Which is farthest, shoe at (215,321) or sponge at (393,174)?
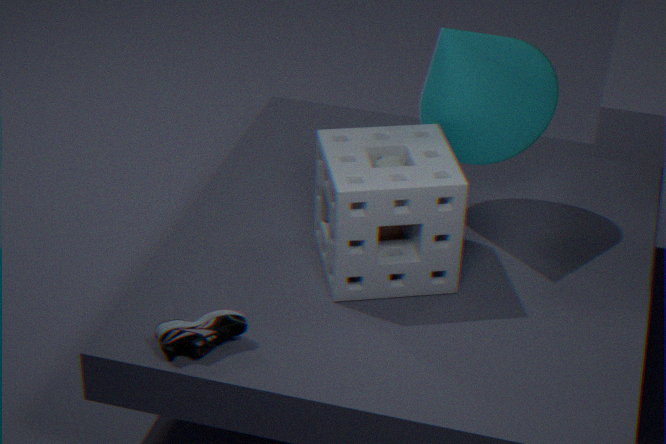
sponge at (393,174)
